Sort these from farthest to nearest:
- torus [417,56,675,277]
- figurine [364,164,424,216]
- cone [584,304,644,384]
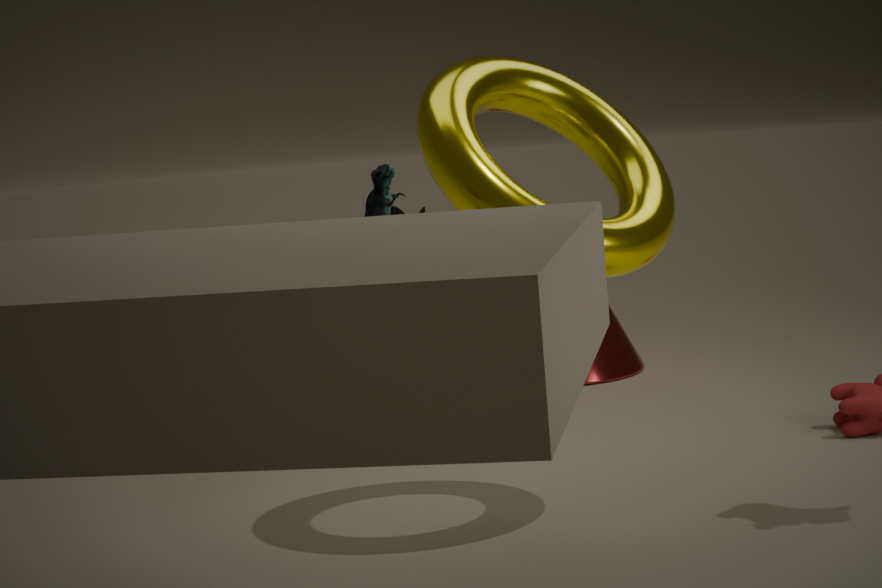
cone [584,304,644,384] → figurine [364,164,424,216] → torus [417,56,675,277]
